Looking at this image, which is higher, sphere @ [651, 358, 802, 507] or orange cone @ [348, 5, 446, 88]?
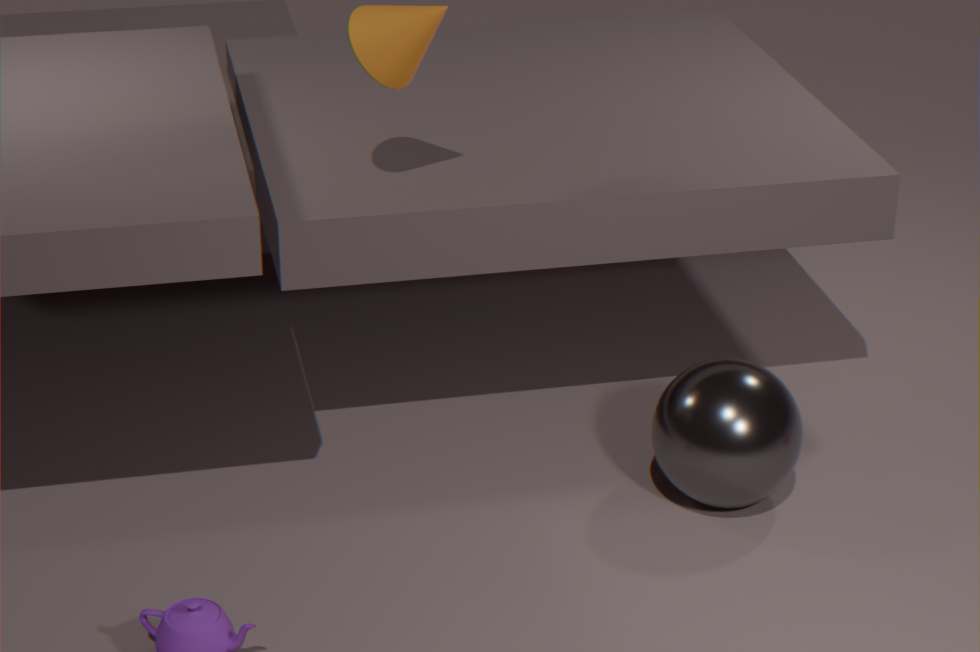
orange cone @ [348, 5, 446, 88]
